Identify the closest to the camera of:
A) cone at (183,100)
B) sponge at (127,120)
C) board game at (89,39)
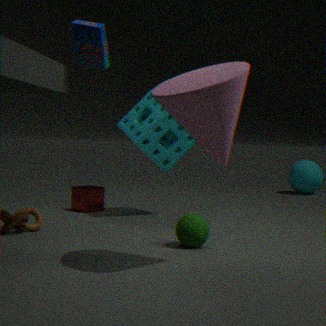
cone at (183,100)
